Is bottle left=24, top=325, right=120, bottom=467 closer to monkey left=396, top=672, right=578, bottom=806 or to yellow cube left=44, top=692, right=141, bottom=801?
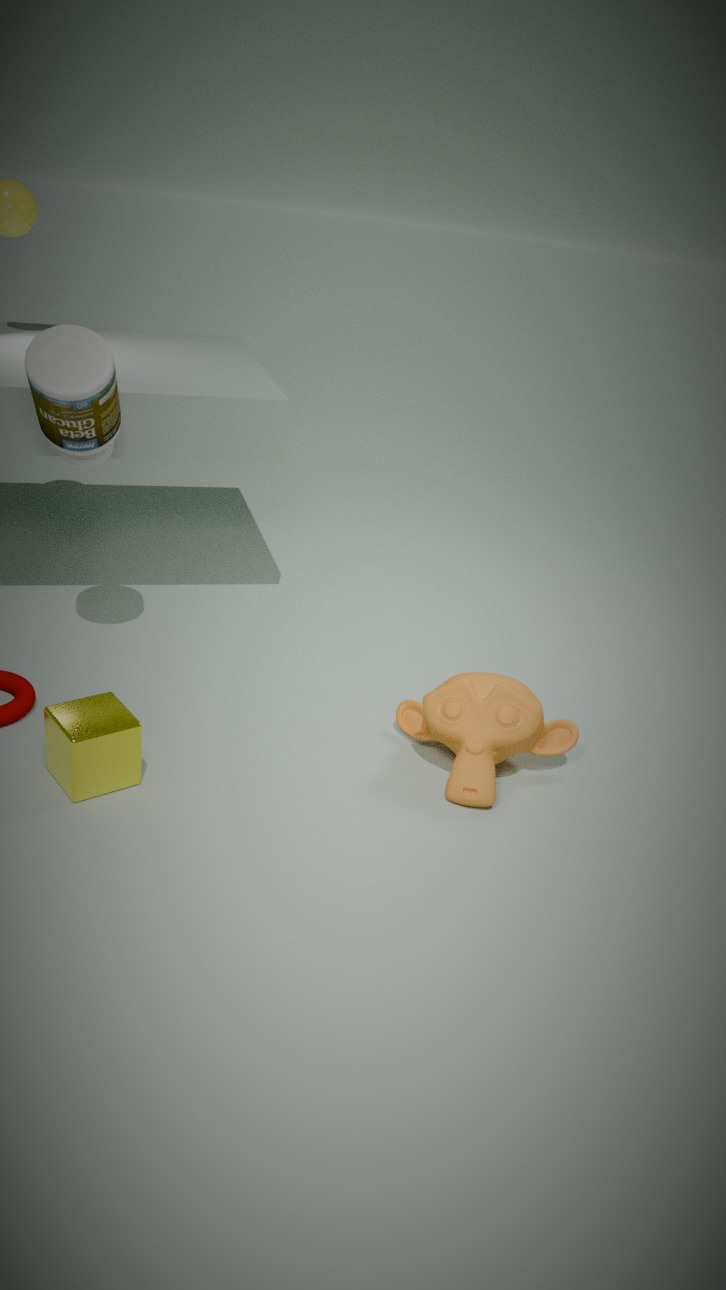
yellow cube left=44, top=692, right=141, bottom=801
